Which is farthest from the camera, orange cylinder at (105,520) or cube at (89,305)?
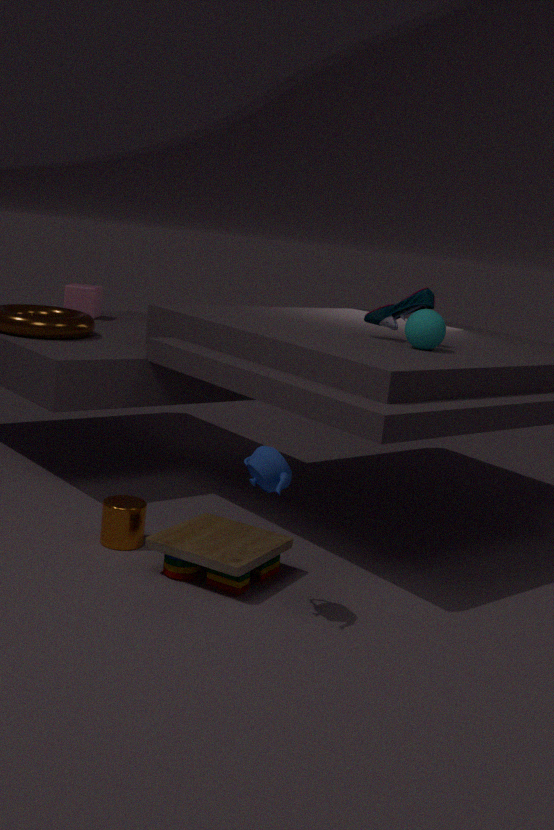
cube at (89,305)
